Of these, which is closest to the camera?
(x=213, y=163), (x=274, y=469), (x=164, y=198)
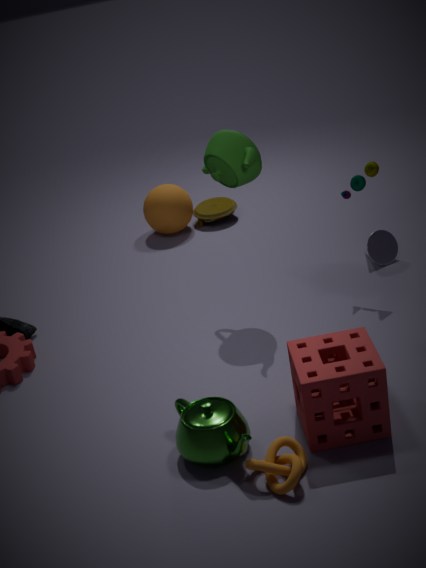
(x=274, y=469)
